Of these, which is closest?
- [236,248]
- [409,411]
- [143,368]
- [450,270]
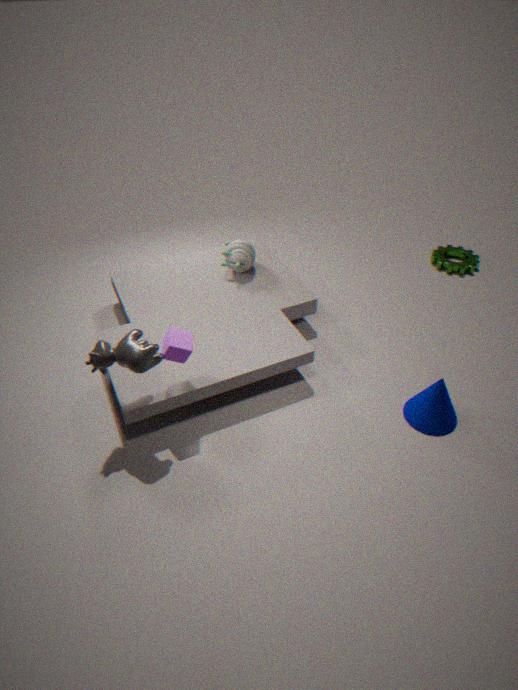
[143,368]
